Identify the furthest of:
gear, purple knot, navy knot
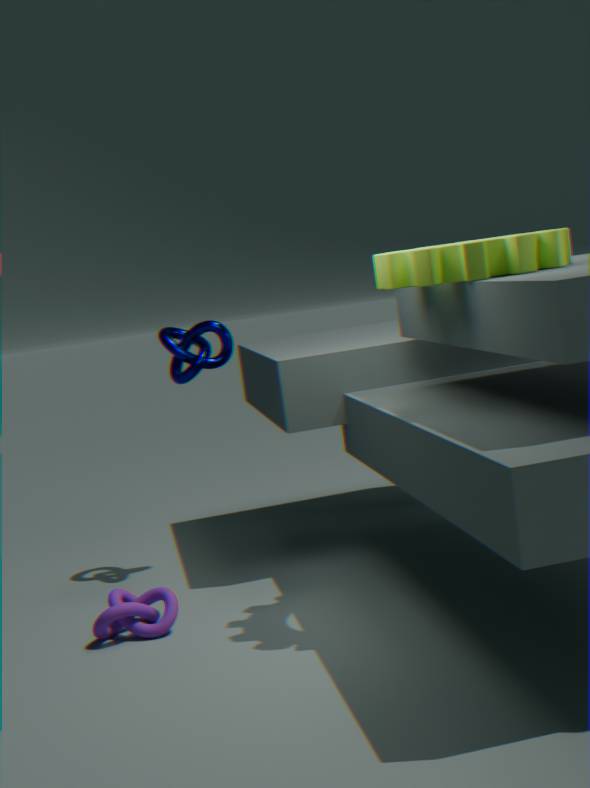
navy knot
